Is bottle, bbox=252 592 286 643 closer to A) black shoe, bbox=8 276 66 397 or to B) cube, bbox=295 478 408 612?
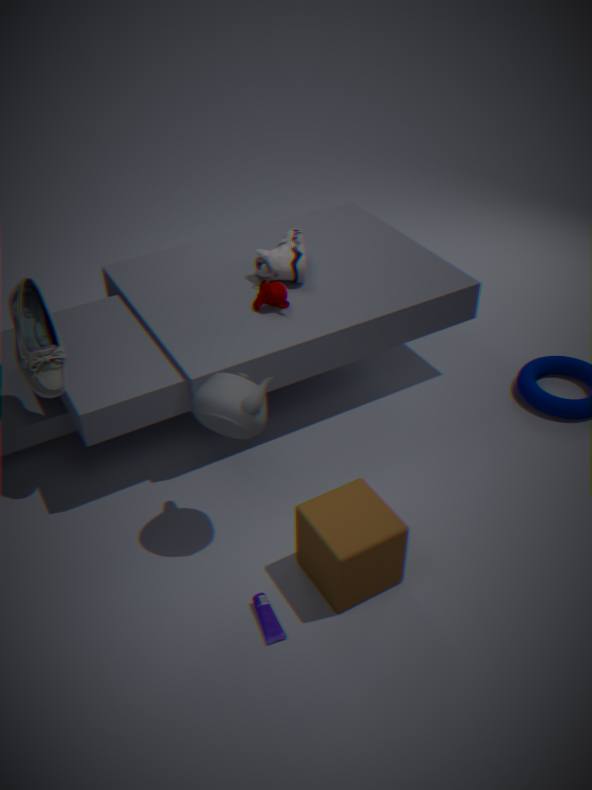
B) cube, bbox=295 478 408 612
